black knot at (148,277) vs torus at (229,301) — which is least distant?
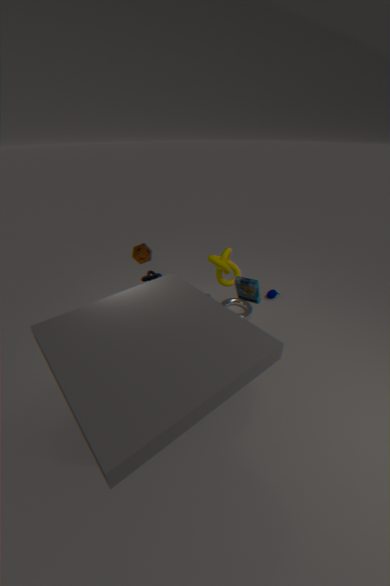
black knot at (148,277)
